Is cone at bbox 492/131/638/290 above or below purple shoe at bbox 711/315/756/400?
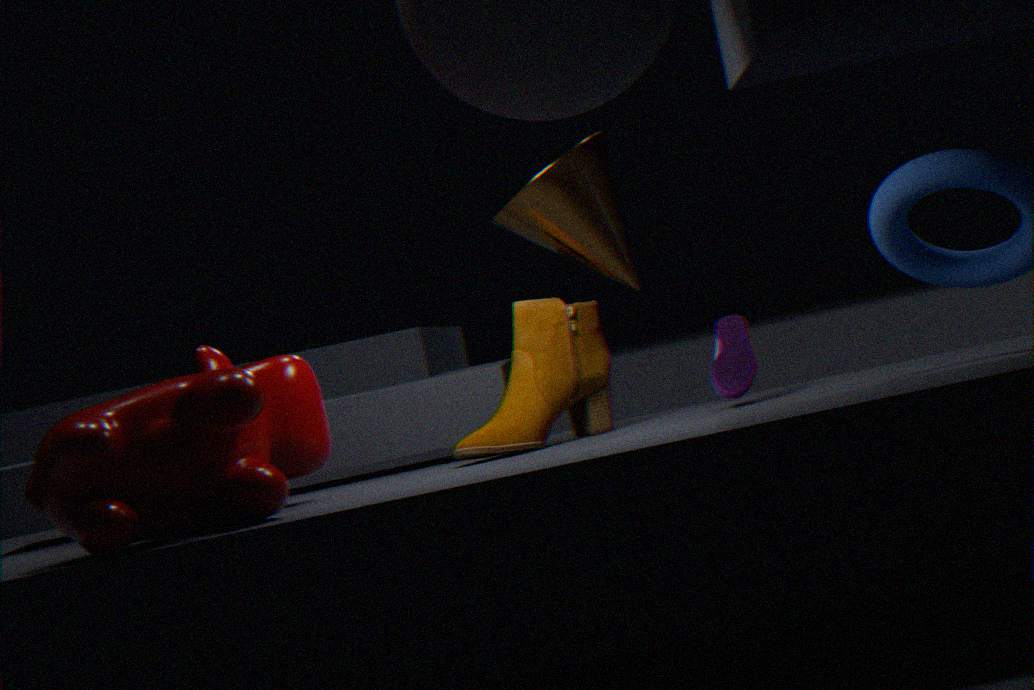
above
